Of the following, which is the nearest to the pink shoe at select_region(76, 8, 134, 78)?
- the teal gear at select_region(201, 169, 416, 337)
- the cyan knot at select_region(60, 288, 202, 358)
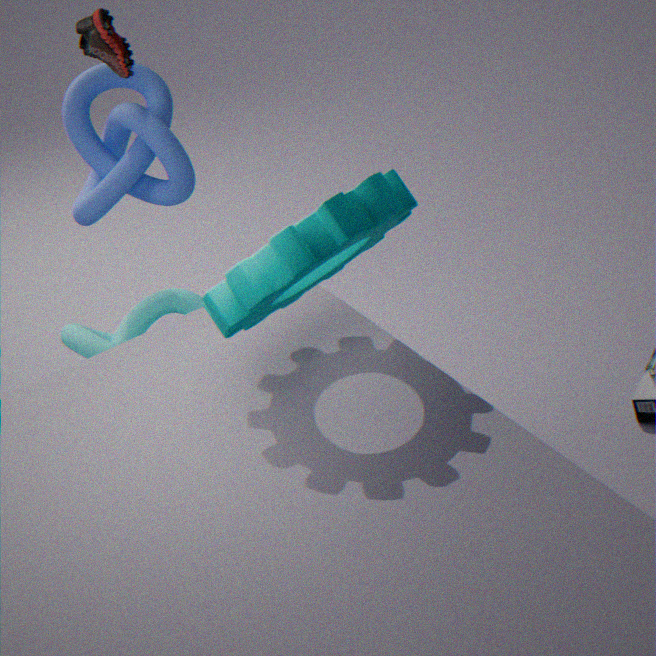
the cyan knot at select_region(60, 288, 202, 358)
